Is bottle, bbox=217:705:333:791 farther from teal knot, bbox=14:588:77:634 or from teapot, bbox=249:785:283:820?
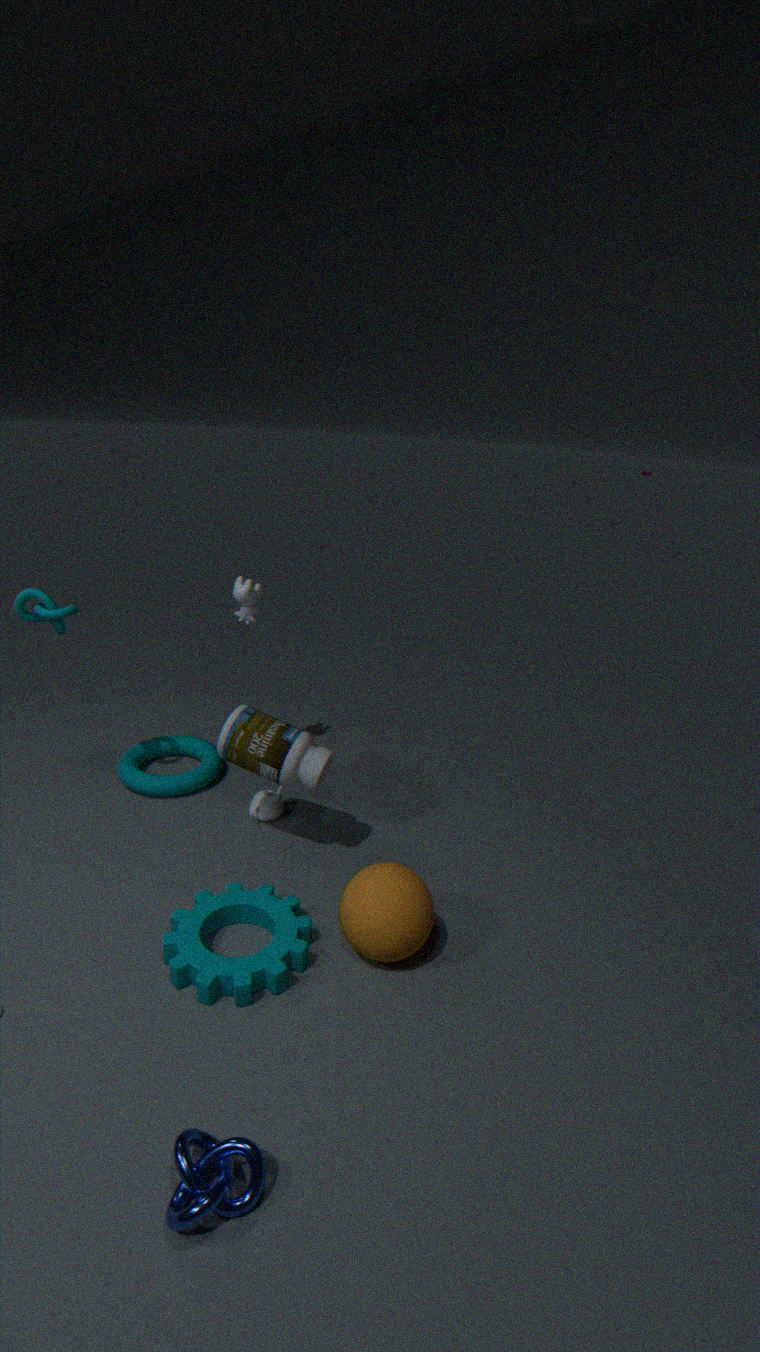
teal knot, bbox=14:588:77:634
